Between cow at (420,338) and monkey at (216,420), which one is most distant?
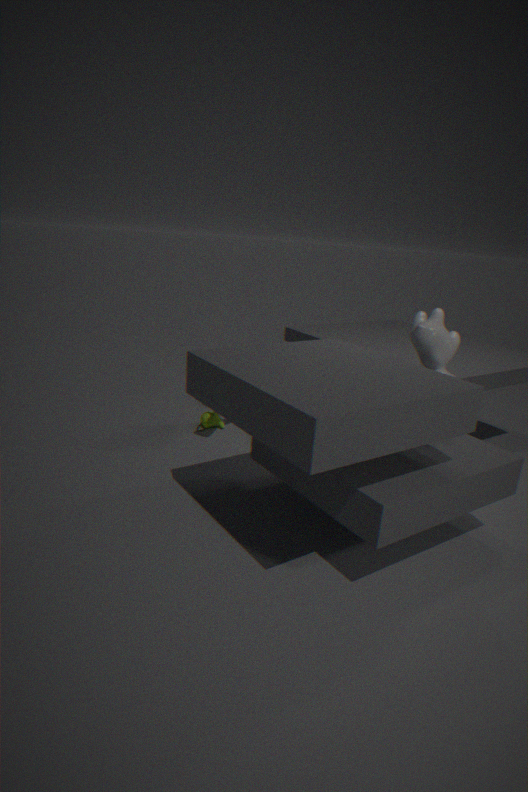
monkey at (216,420)
